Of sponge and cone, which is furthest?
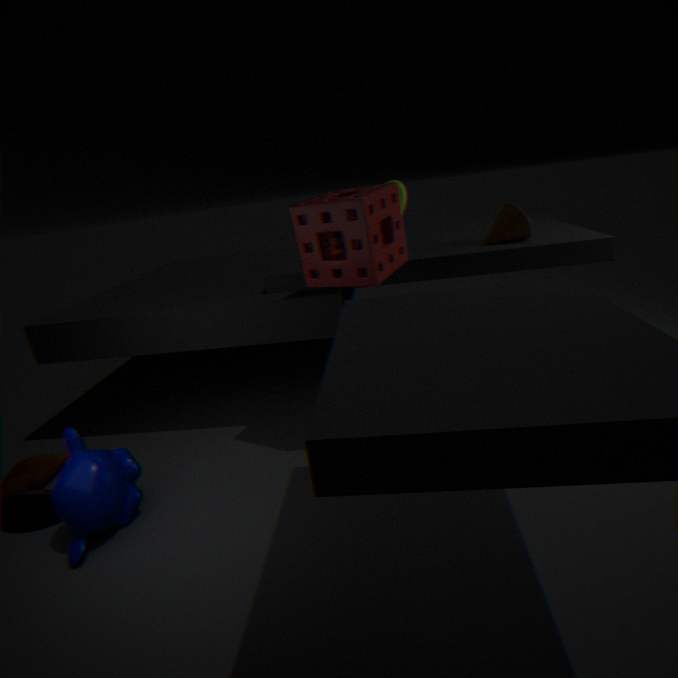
cone
